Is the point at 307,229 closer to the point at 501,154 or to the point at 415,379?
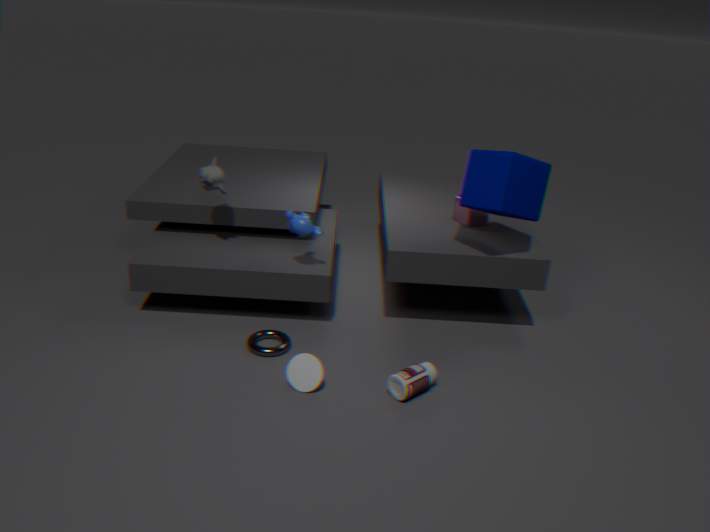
the point at 415,379
